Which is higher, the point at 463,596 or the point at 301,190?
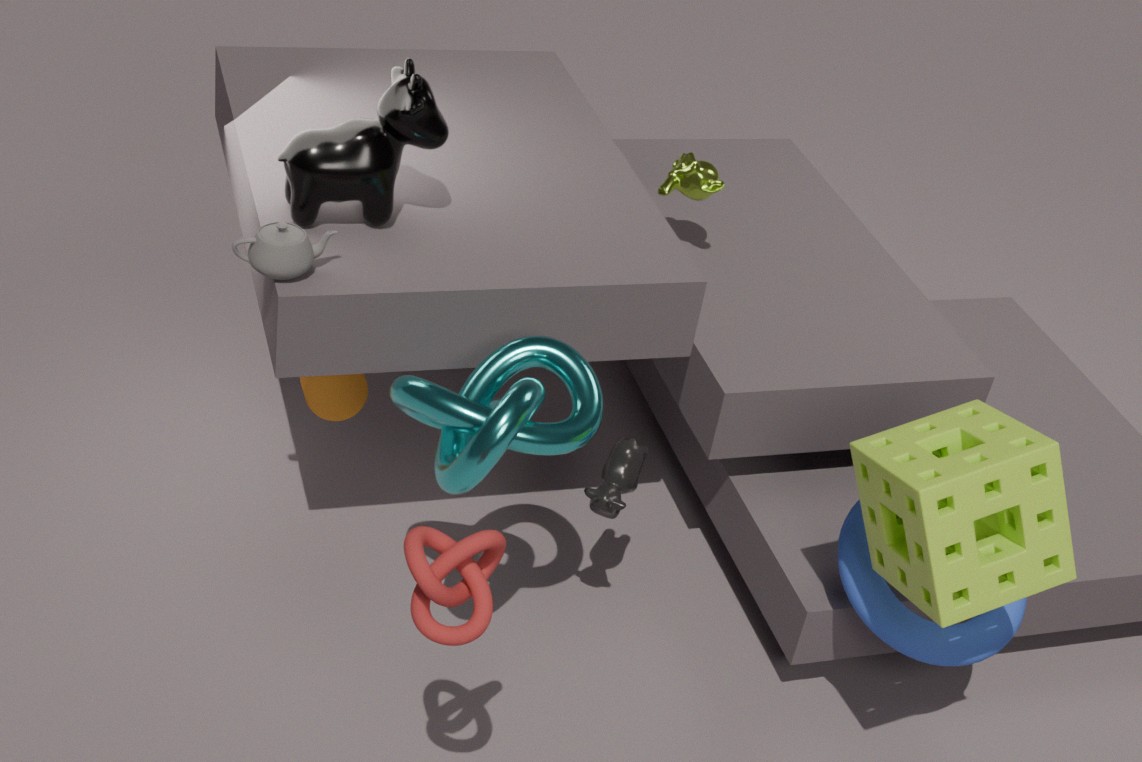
the point at 301,190
